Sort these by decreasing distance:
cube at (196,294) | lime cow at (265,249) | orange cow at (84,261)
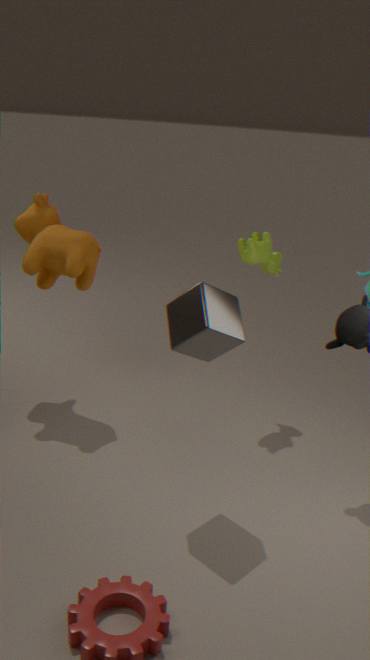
lime cow at (265,249) → orange cow at (84,261) → cube at (196,294)
